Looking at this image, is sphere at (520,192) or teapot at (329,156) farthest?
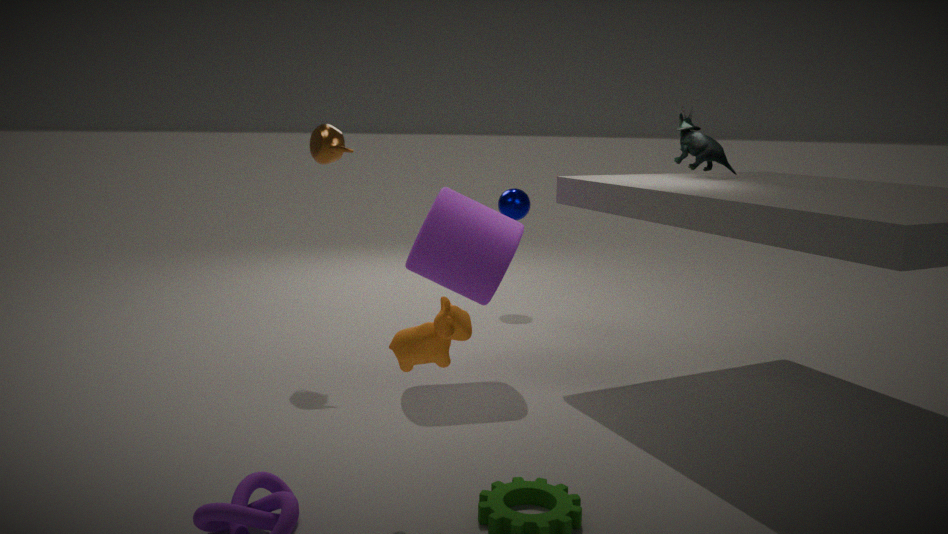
sphere at (520,192)
